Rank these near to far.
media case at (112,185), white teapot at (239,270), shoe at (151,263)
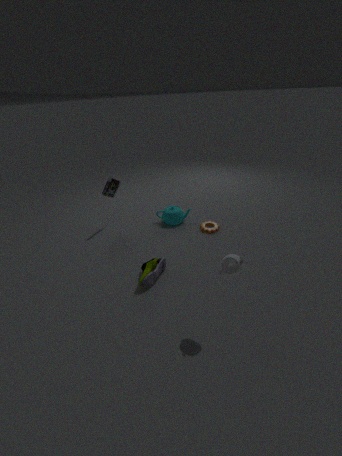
1. white teapot at (239,270)
2. shoe at (151,263)
3. media case at (112,185)
